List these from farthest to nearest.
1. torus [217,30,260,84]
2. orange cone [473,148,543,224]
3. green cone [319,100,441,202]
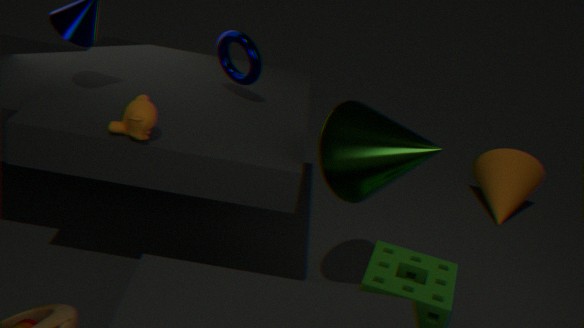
orange cone [473,148,543,224] < torus [217,30,260,84] < green cone [319,100,441,202]
